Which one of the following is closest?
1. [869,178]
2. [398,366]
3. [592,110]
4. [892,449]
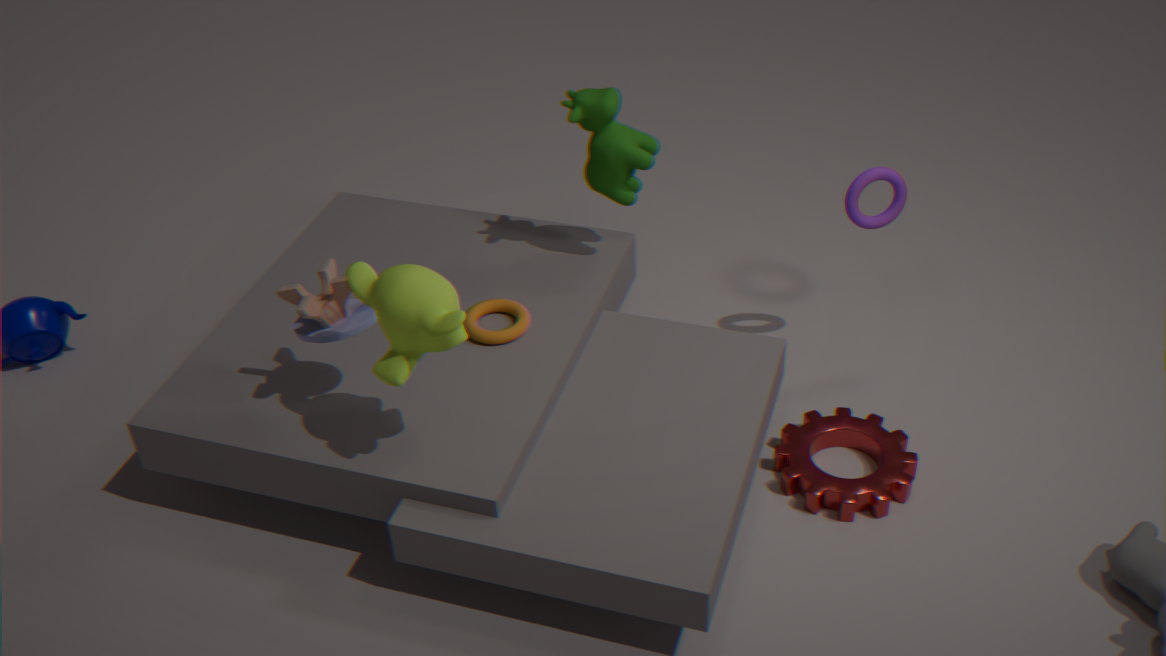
[398,366]
